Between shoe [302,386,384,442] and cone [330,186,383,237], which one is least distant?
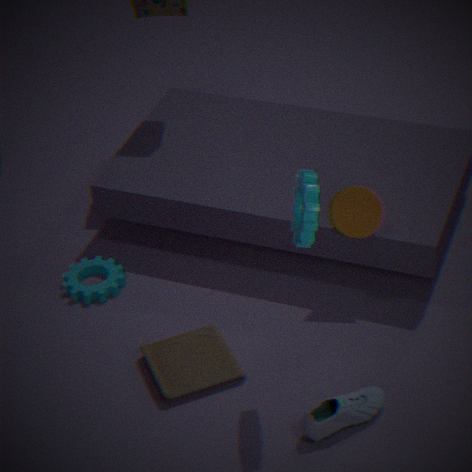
shoe [302,386,384,442]
